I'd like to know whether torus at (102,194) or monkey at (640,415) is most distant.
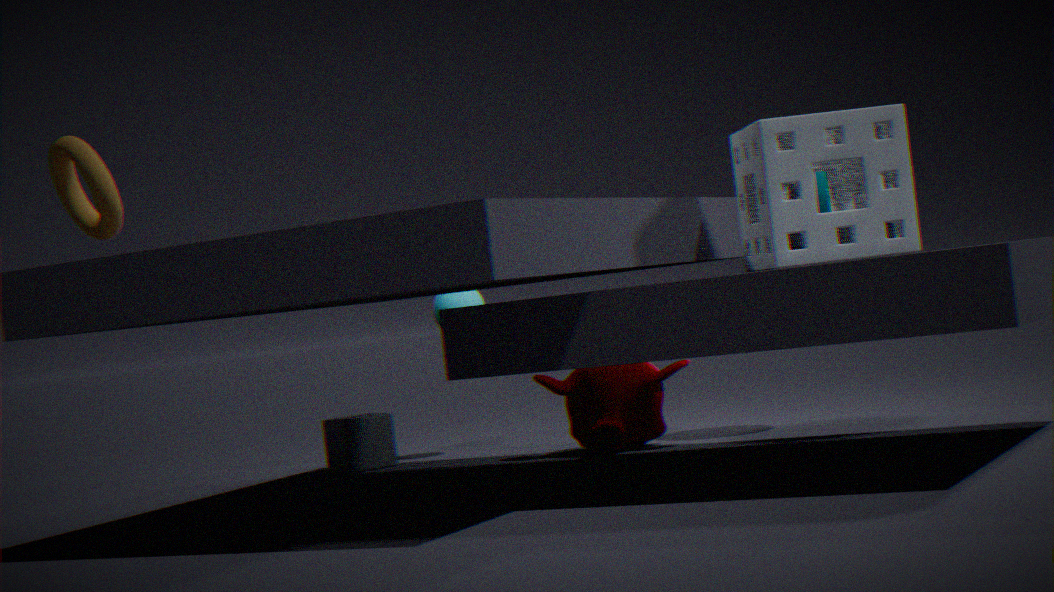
monkey at (640,415)
